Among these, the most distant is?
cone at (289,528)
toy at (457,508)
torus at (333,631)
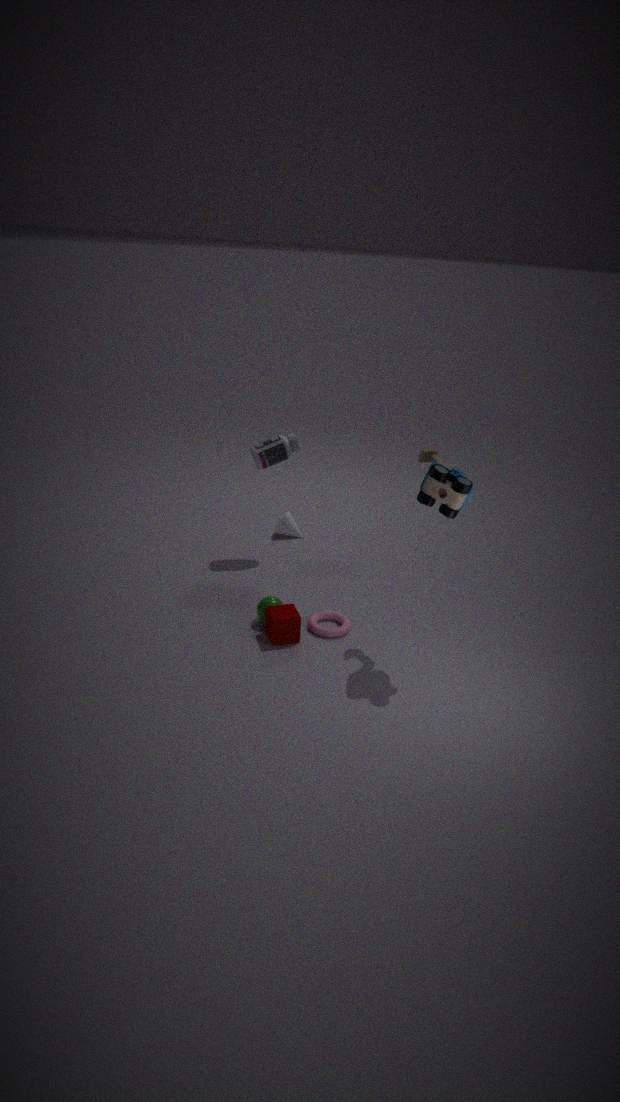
cone at (289,528)
